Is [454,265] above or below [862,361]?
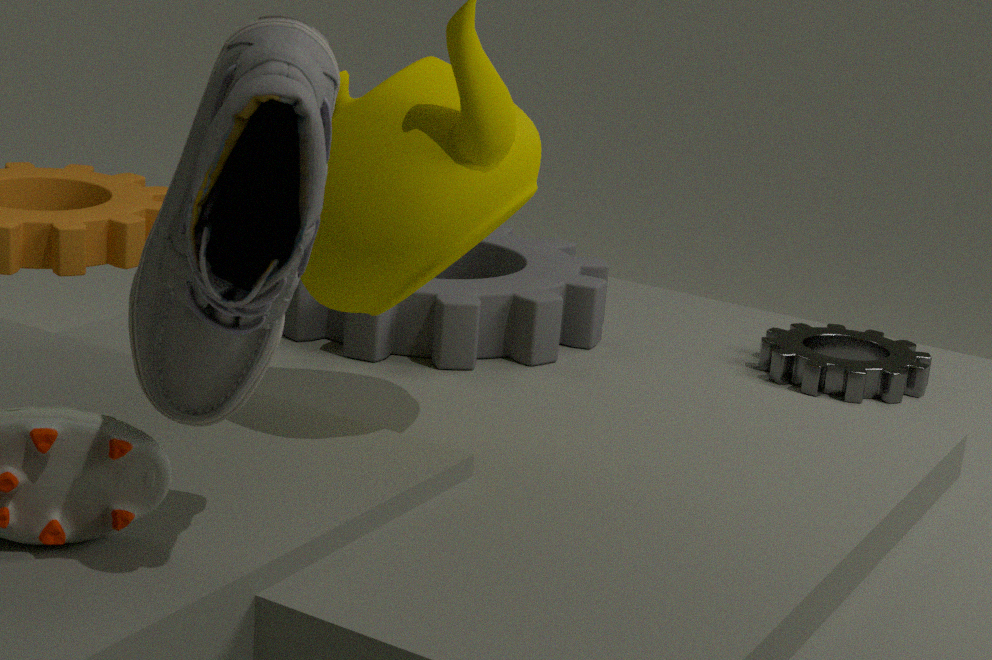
above
